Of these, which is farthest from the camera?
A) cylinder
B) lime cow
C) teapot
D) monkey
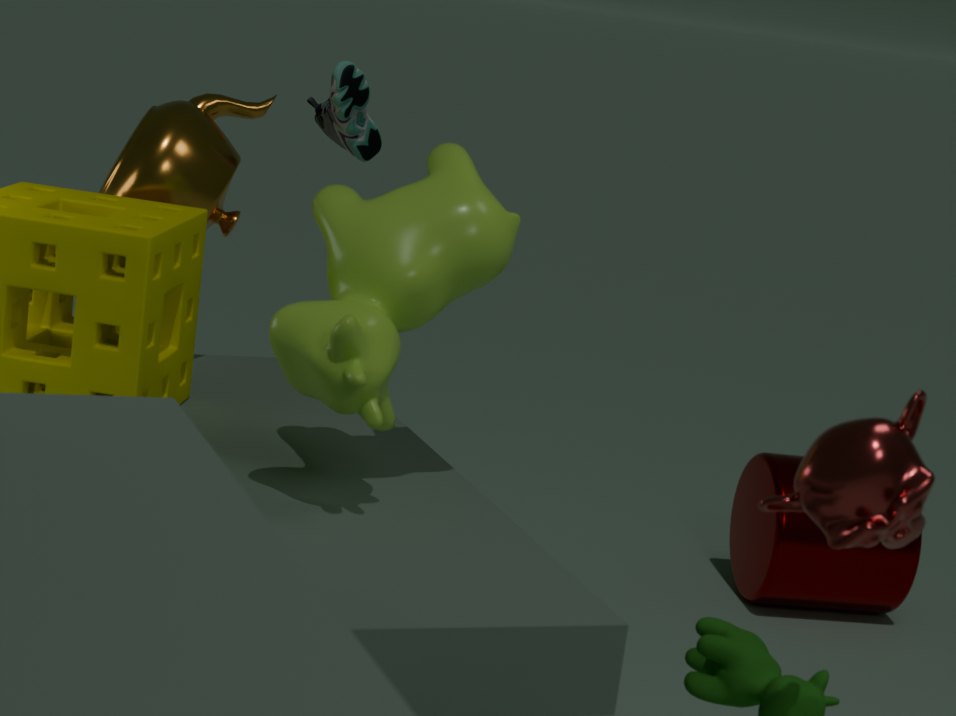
cylinder
